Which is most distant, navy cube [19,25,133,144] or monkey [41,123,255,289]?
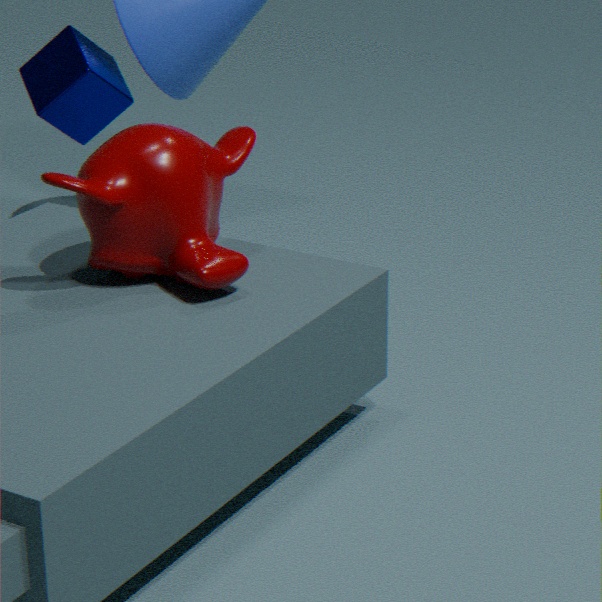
navy cube [19,25,133,144]
